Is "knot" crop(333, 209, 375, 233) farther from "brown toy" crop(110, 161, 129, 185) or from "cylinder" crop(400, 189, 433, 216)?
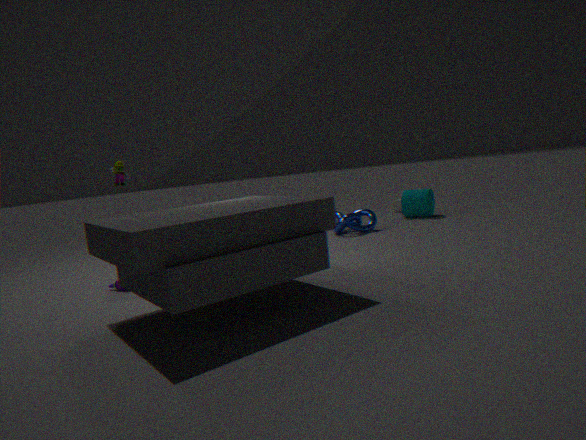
"brown toy" crop(110, 161, 129, 185)
